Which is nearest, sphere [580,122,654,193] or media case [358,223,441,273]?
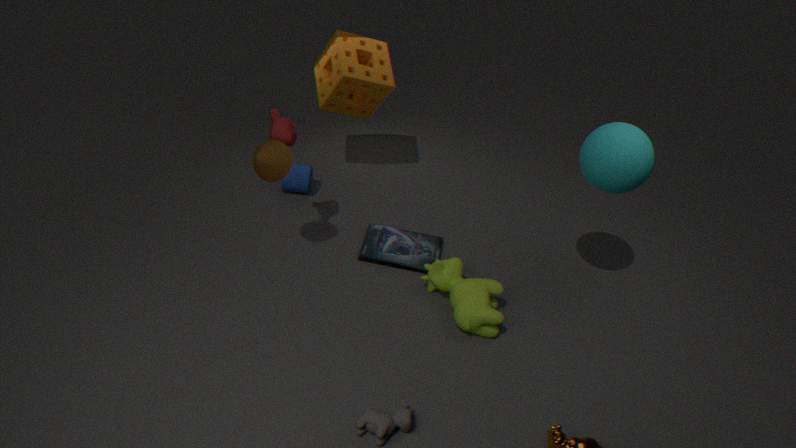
sphere [580,122,654,193]
